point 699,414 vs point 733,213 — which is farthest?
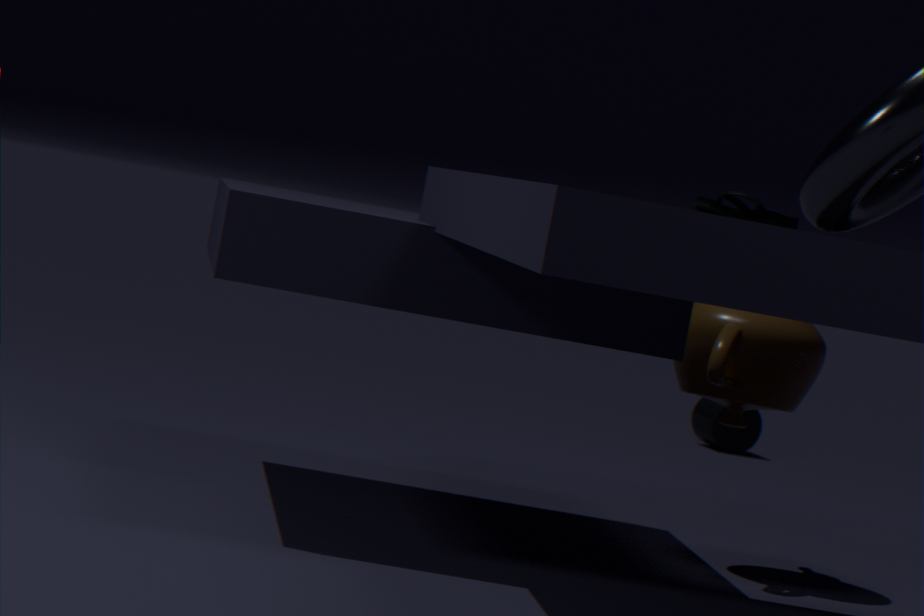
point 699,414
